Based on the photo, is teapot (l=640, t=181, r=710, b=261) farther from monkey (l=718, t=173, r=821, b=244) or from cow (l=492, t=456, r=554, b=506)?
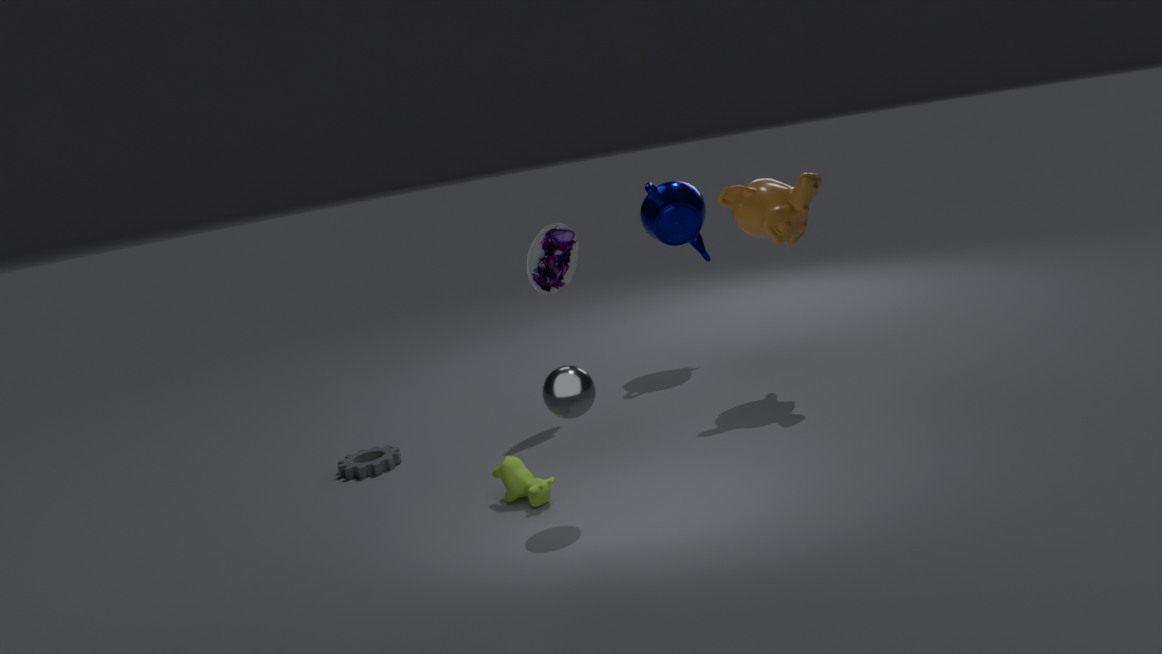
cow (l=492, t=456, r=554, b=506)
